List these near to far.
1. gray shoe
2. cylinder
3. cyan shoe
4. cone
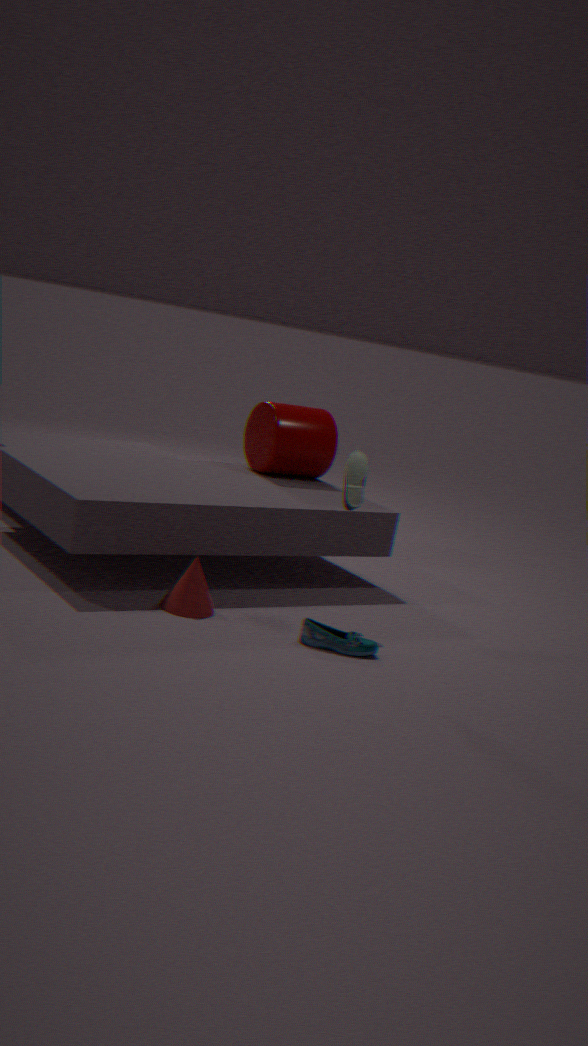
cyan shoe
cone
gray shoe
cylinder
